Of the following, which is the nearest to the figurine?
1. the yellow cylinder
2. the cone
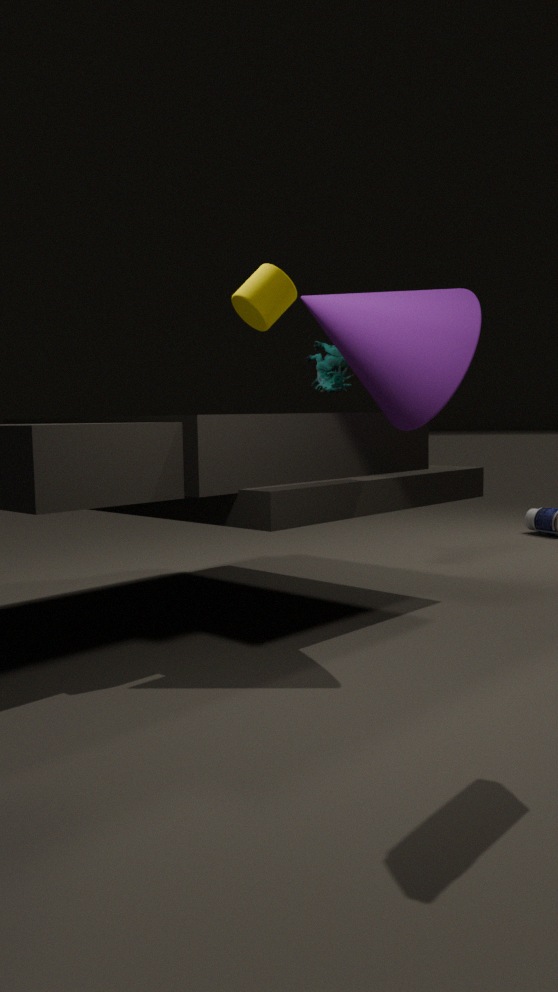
the yellow cylinder
